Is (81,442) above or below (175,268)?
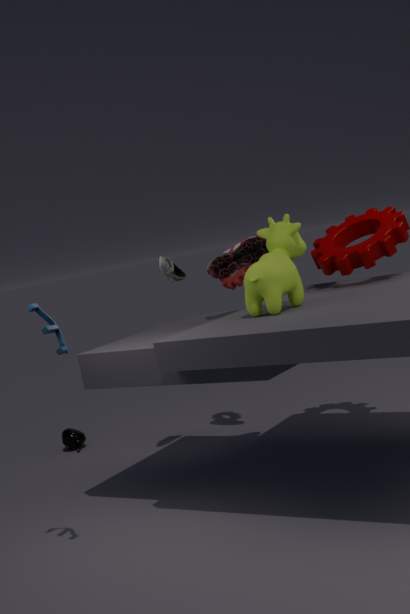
below
